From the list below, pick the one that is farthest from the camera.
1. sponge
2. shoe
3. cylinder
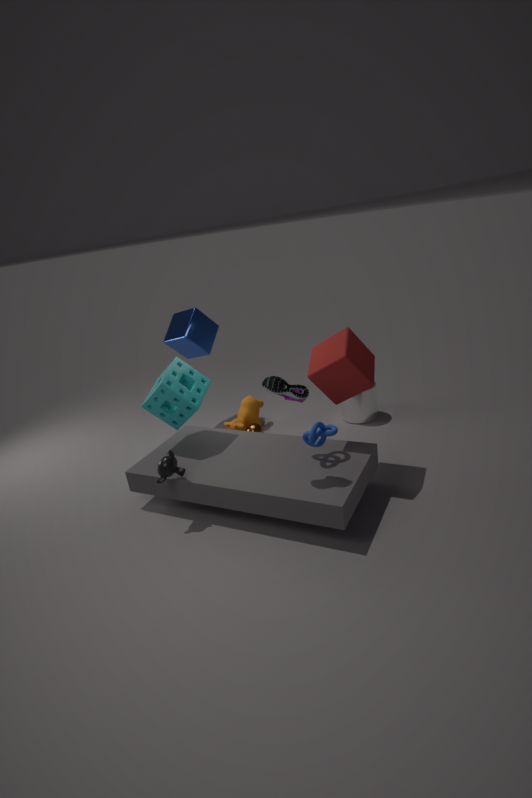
cylinder
